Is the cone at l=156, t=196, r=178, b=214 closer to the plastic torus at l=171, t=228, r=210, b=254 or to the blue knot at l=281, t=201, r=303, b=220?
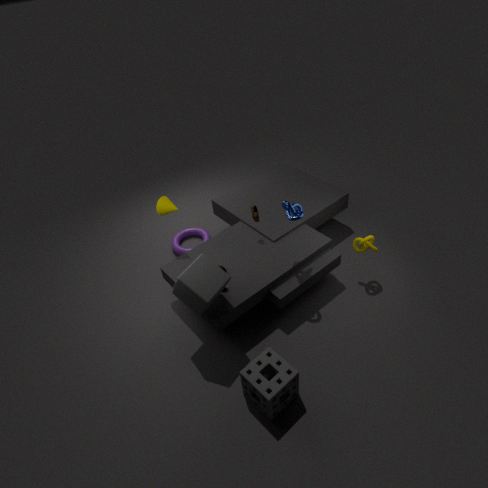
the plastic torus at l=171, t=228, r=210, b=254
